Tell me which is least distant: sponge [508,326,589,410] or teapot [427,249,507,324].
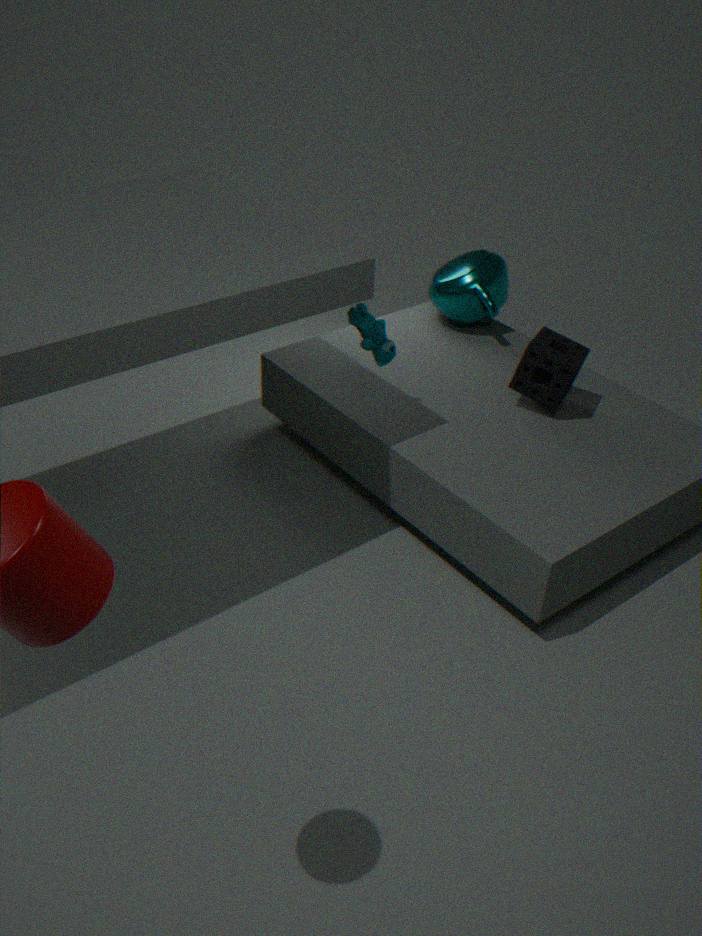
sponge [508,326,589,410]
